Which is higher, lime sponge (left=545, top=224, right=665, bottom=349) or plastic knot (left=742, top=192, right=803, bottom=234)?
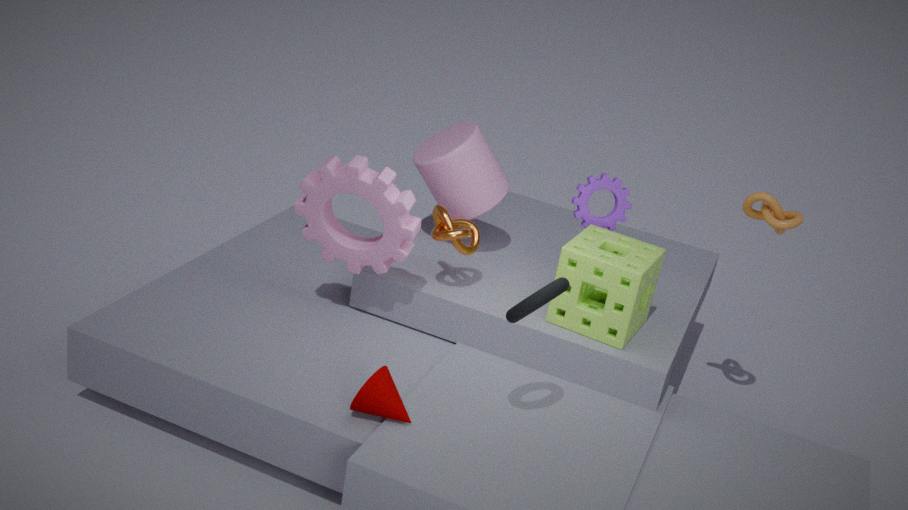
plastic knot (left=742, top=192, right=803, bottom=234)
